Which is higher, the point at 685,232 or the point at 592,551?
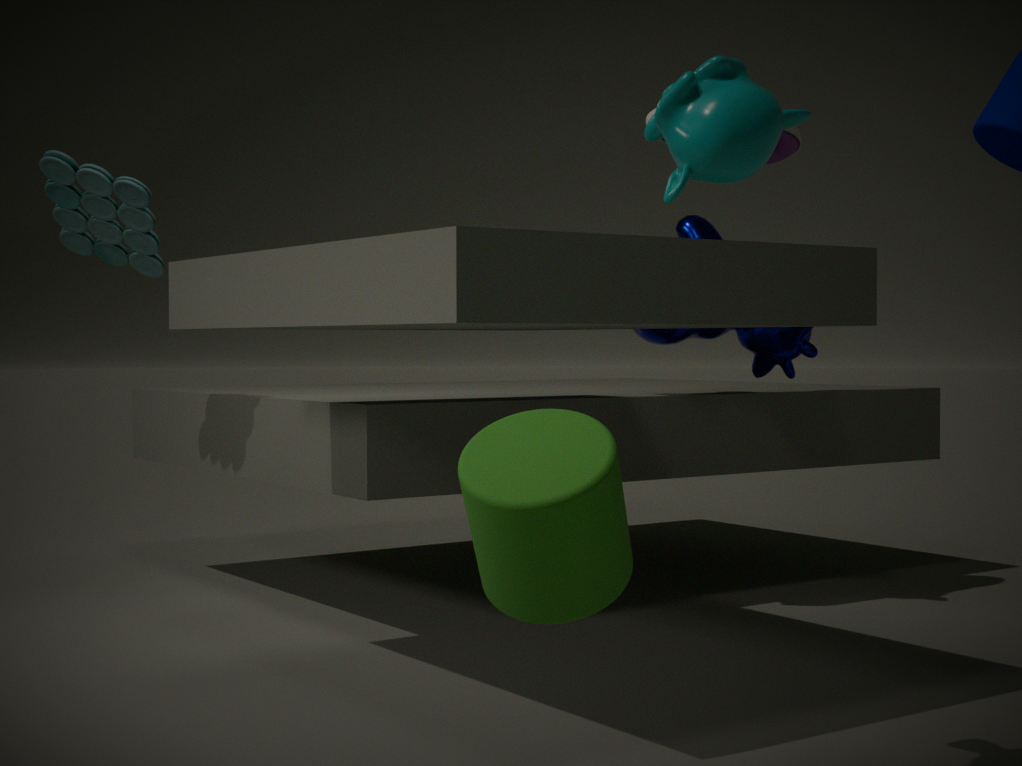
the point at 685,232
